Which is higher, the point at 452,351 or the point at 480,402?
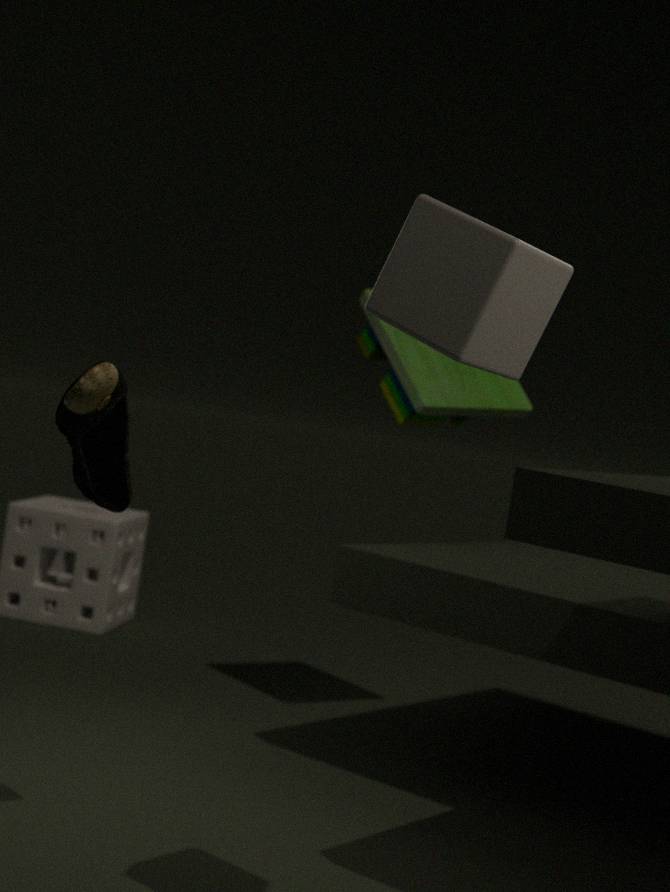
the point at 452,351
